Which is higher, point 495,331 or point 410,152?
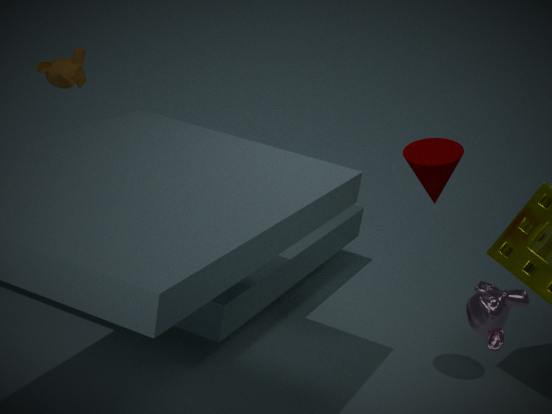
point 410,152
